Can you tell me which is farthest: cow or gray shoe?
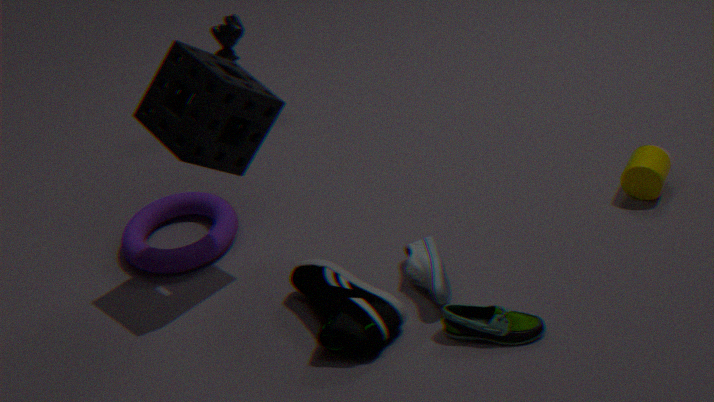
cow
